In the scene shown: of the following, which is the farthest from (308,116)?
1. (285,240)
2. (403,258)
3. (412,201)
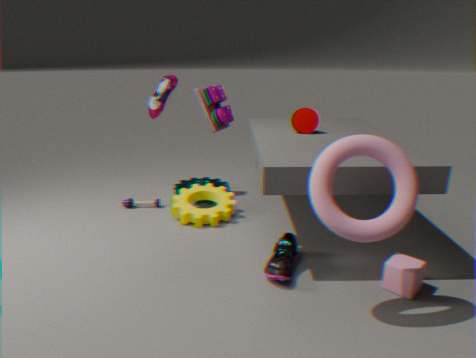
(403,258)
